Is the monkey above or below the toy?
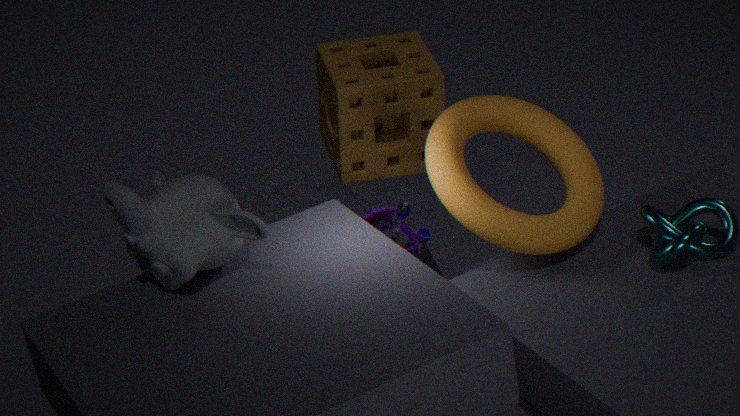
above
